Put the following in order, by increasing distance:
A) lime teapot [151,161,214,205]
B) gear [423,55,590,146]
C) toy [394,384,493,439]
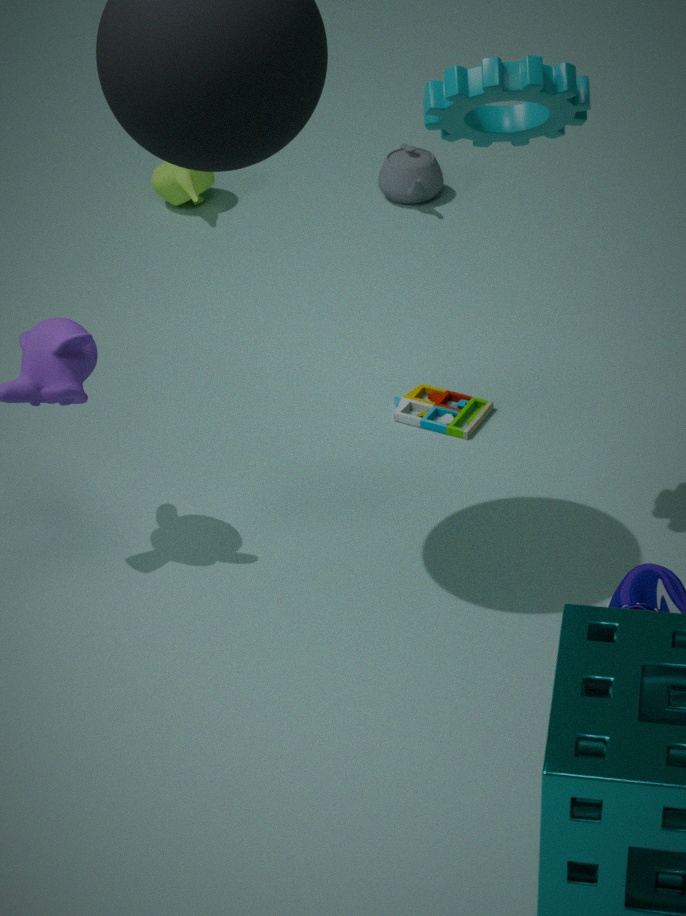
gear [423,55,590,146], toy [394,384,493,439], lime teapot [151,161,214,205]
